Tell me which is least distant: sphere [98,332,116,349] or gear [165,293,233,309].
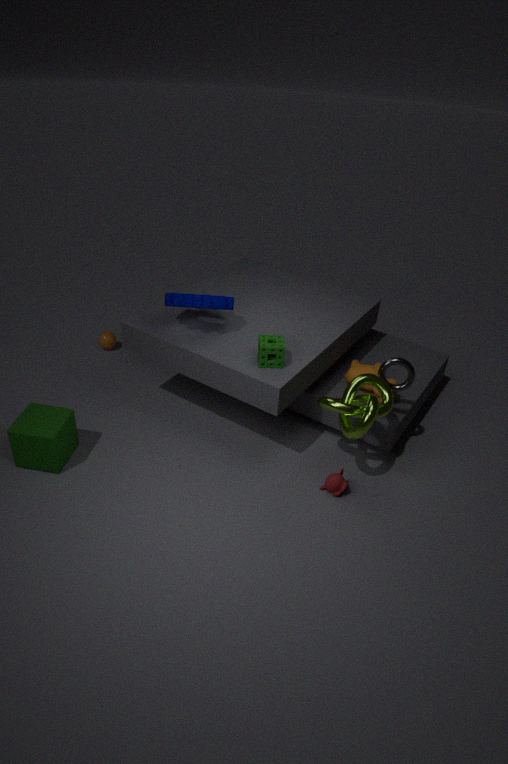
gear [165,293,233,309]
